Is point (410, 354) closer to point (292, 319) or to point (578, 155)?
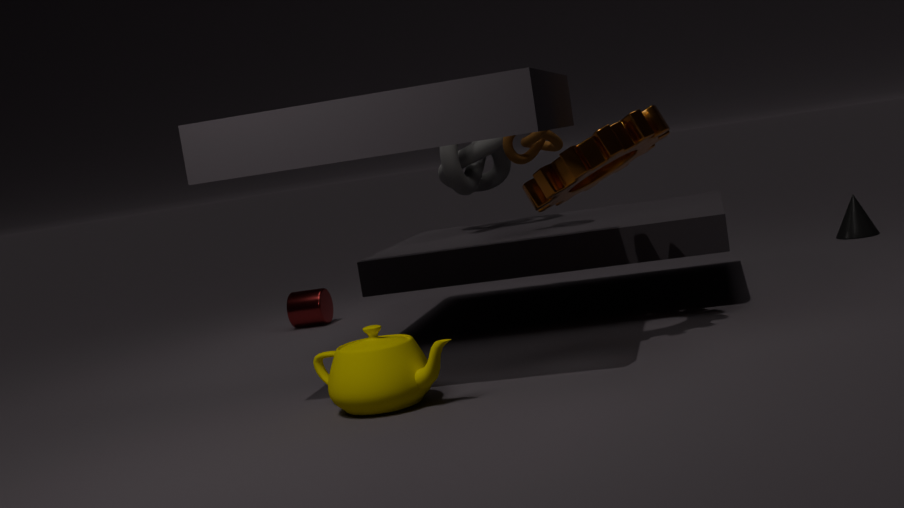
point (578, 155)
